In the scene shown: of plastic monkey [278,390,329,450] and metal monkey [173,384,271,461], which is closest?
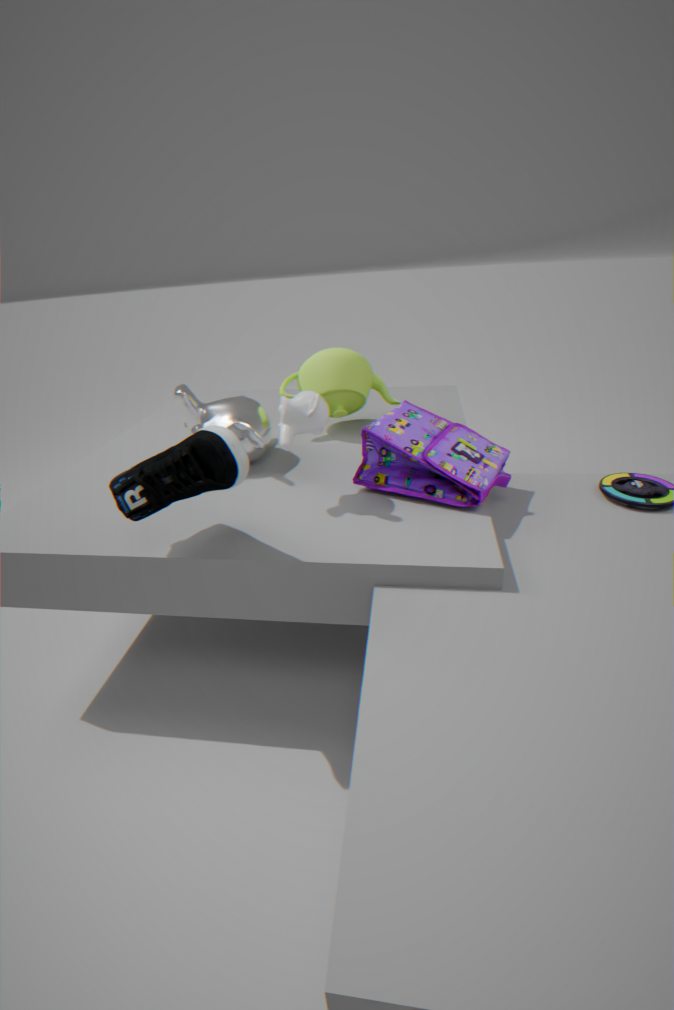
plastic monkey [278,390,329,450]
